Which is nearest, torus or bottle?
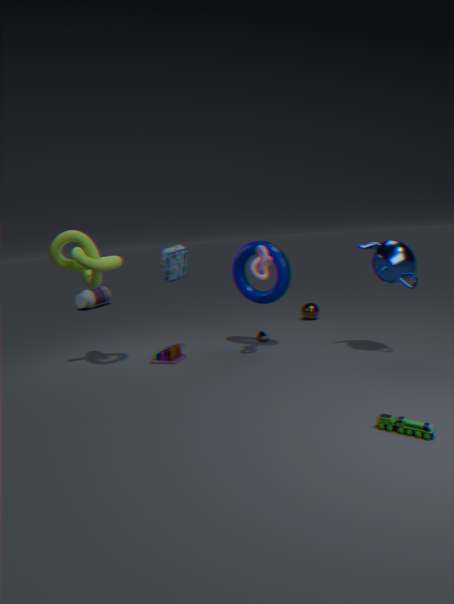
torus
